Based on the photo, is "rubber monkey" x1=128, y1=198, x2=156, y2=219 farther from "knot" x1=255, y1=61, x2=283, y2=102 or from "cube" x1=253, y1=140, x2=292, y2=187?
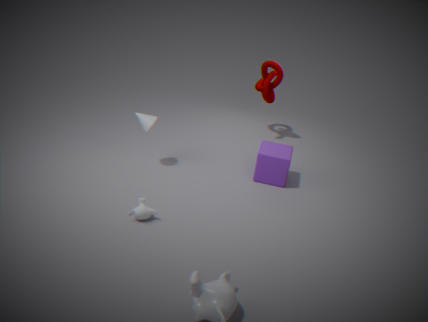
"knot" x1=255, y1=61, x2=283, y2=102
